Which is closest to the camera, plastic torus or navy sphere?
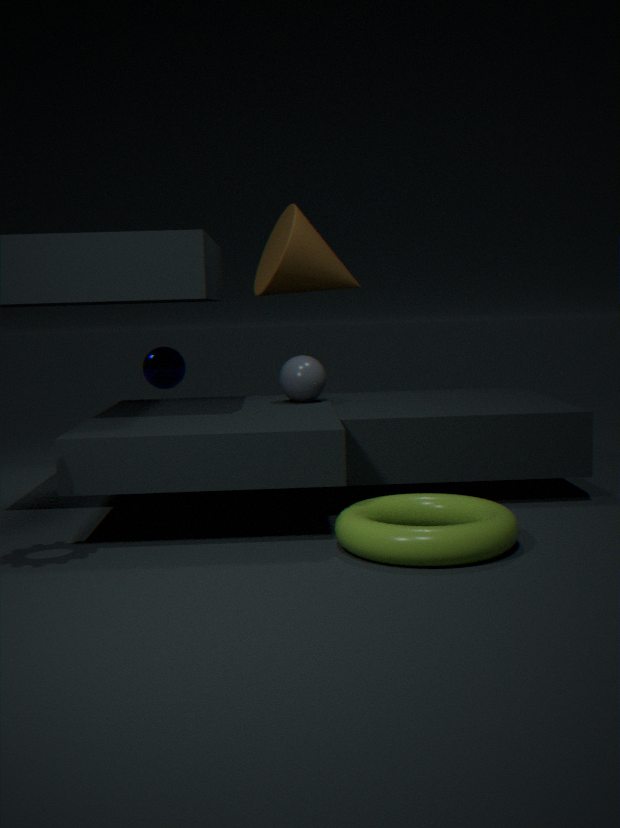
plastic torus
